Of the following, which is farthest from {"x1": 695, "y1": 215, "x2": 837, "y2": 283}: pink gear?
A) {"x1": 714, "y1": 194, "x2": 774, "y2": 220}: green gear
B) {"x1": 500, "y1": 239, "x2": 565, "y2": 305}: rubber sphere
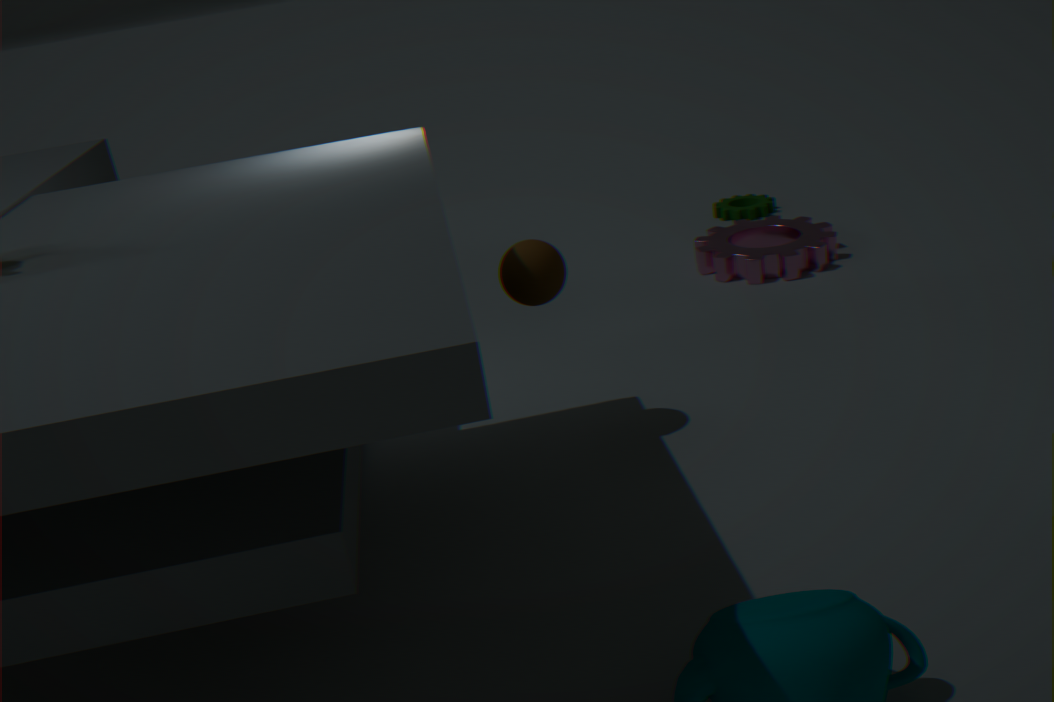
{"x1": 500, "y1": 239, "x2": 565, "y2": 305}: rubber sphere
